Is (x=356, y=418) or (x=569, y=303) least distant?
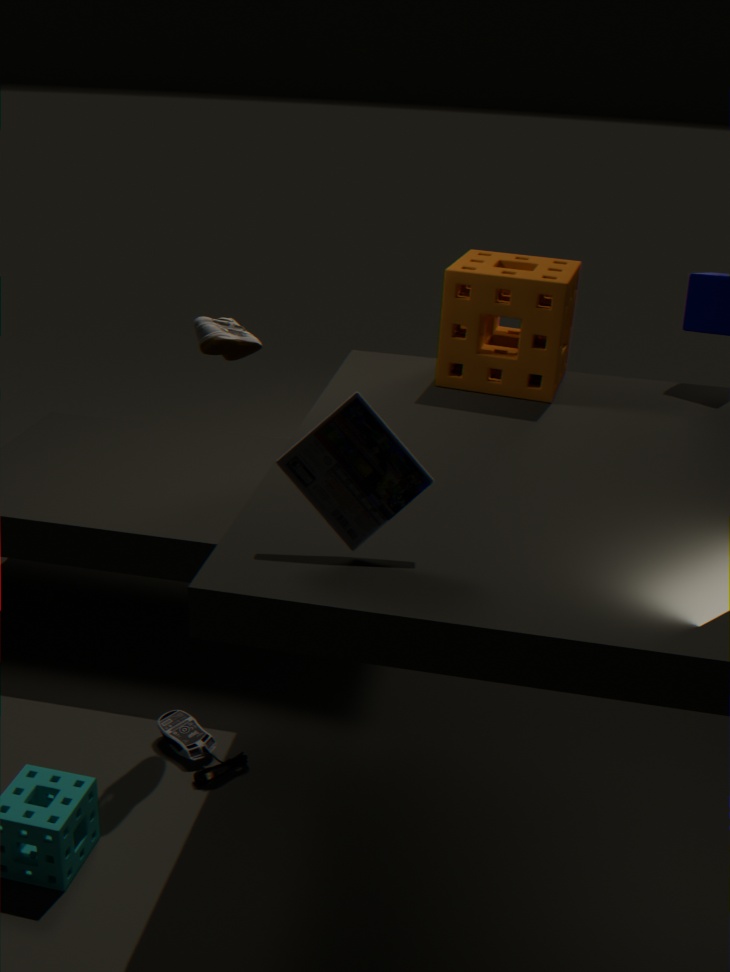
(x=356, y=418)
